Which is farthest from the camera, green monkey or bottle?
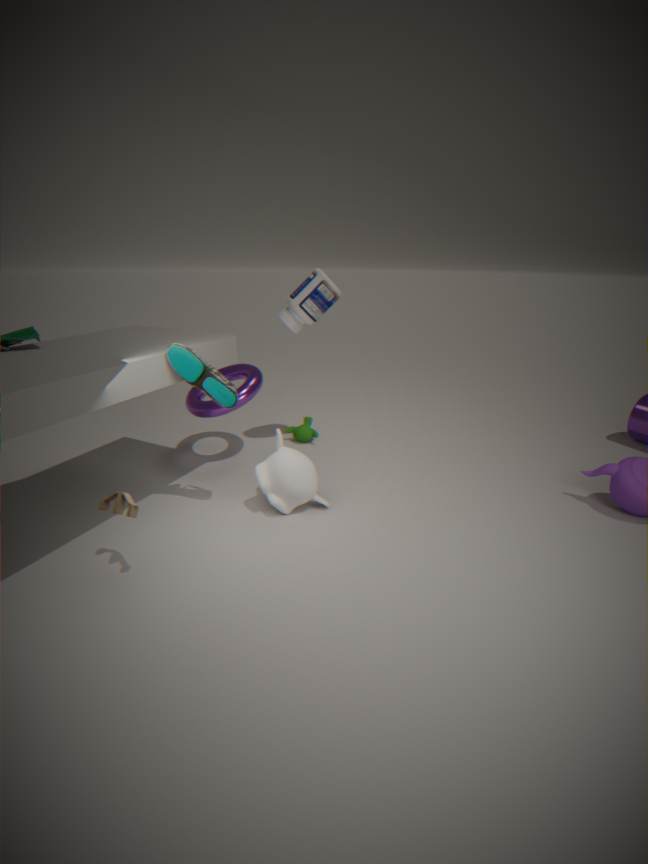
green monkey
